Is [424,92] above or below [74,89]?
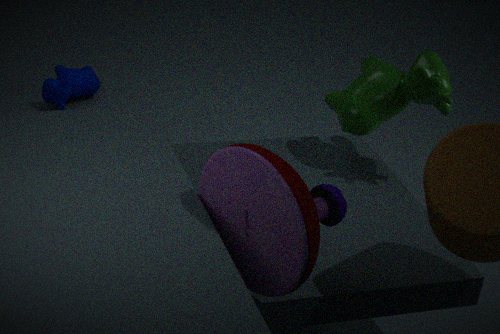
below
